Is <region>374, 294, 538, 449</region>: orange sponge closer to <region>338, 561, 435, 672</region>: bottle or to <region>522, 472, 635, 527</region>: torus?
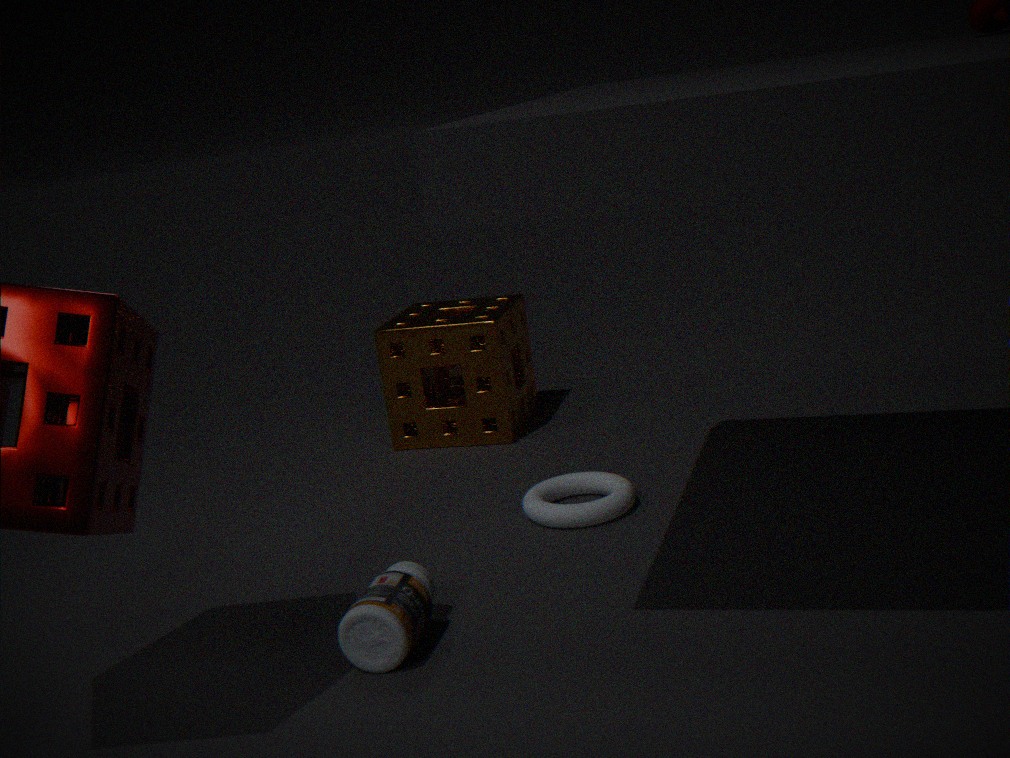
<region>522, 472, 635, 527</region>: torus
